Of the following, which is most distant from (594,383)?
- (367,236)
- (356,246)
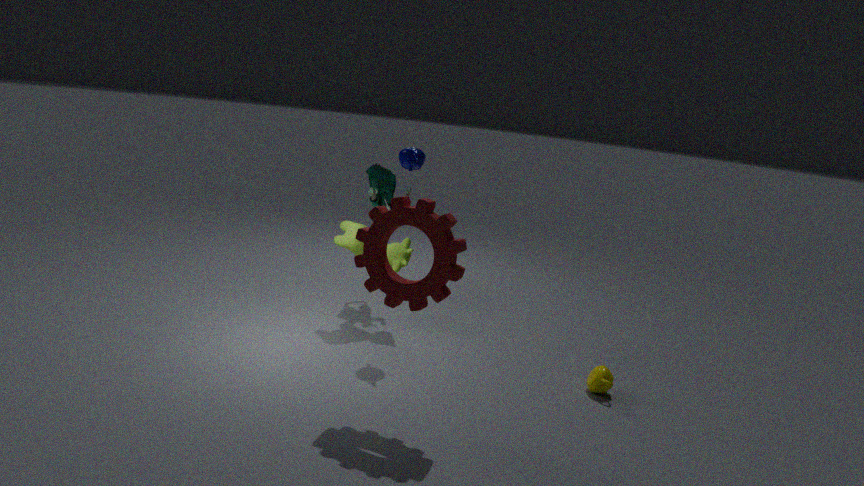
(356,246)
